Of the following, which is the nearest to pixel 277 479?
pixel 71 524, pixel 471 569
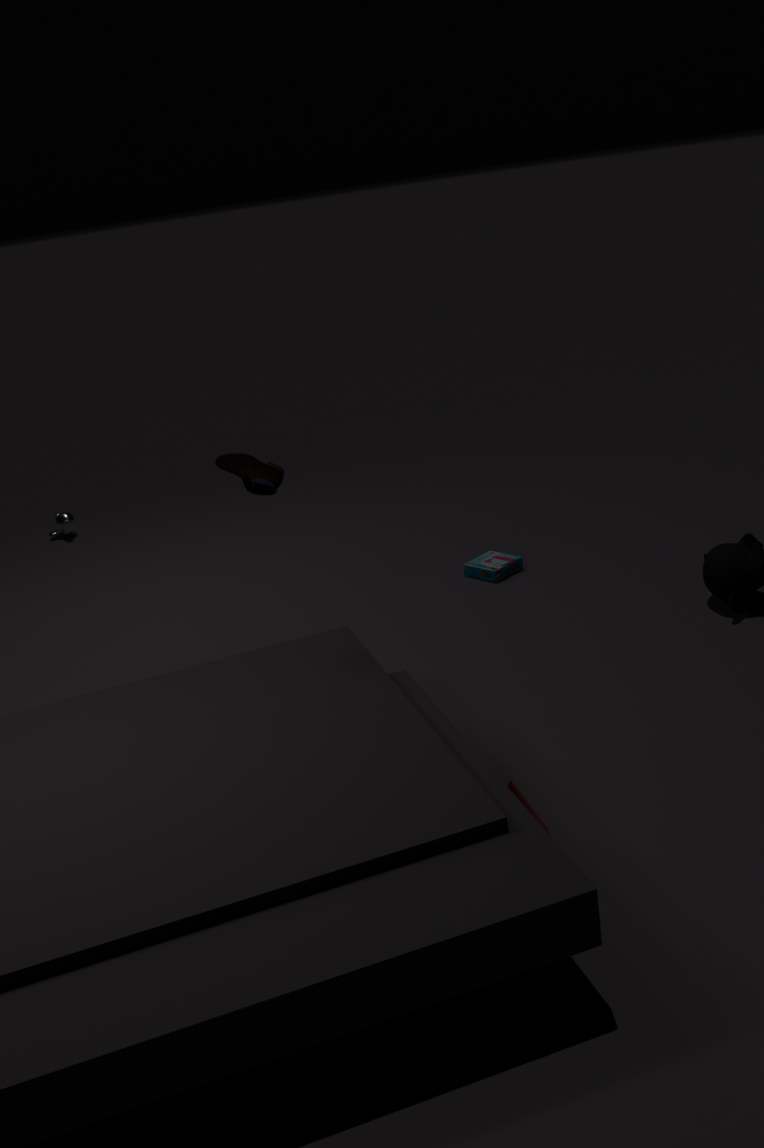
pixel 471 569
